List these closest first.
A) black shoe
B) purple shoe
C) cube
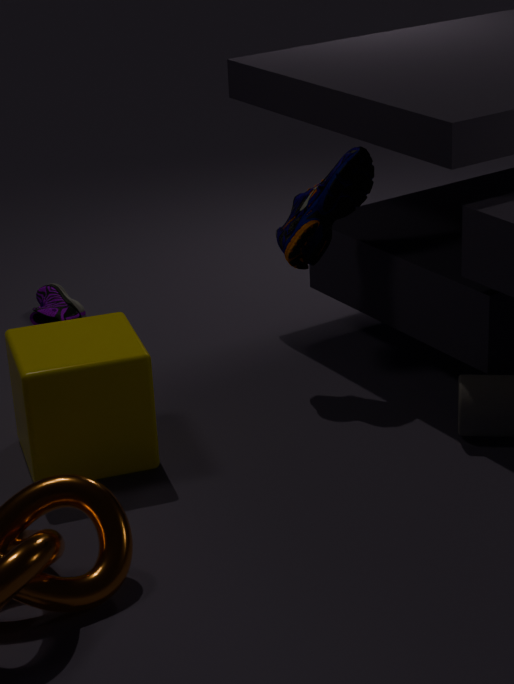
cube < black shoe < purple shoe
